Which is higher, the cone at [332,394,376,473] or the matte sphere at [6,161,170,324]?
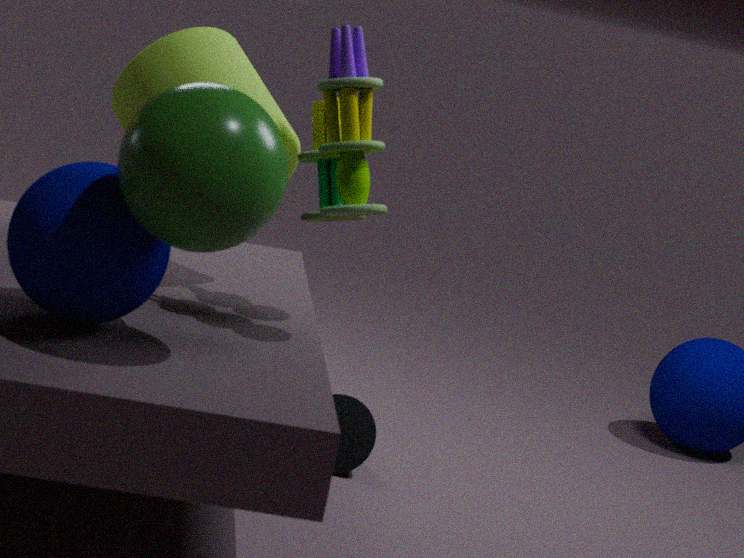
the matte sphere at [6,161,170,324]
